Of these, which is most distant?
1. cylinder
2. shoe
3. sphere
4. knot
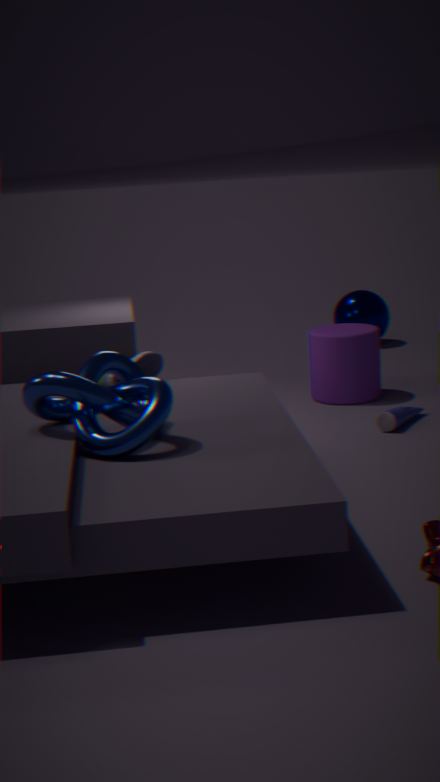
sphere
